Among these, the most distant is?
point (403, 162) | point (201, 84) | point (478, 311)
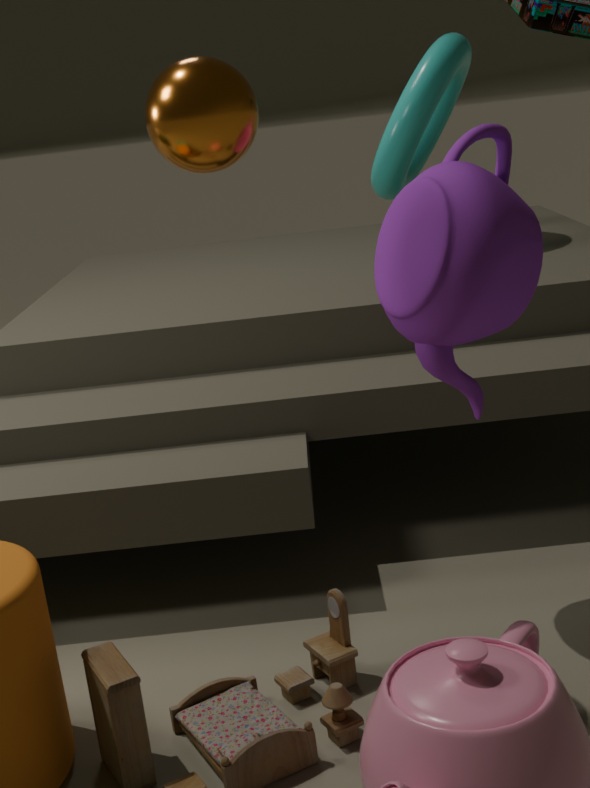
point (403, 162)
